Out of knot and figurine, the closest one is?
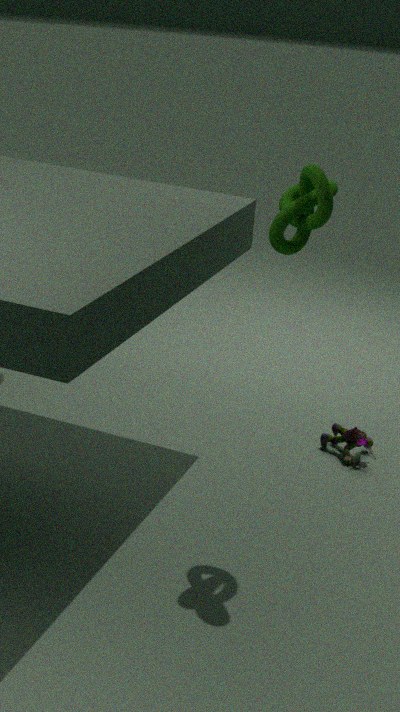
knot
